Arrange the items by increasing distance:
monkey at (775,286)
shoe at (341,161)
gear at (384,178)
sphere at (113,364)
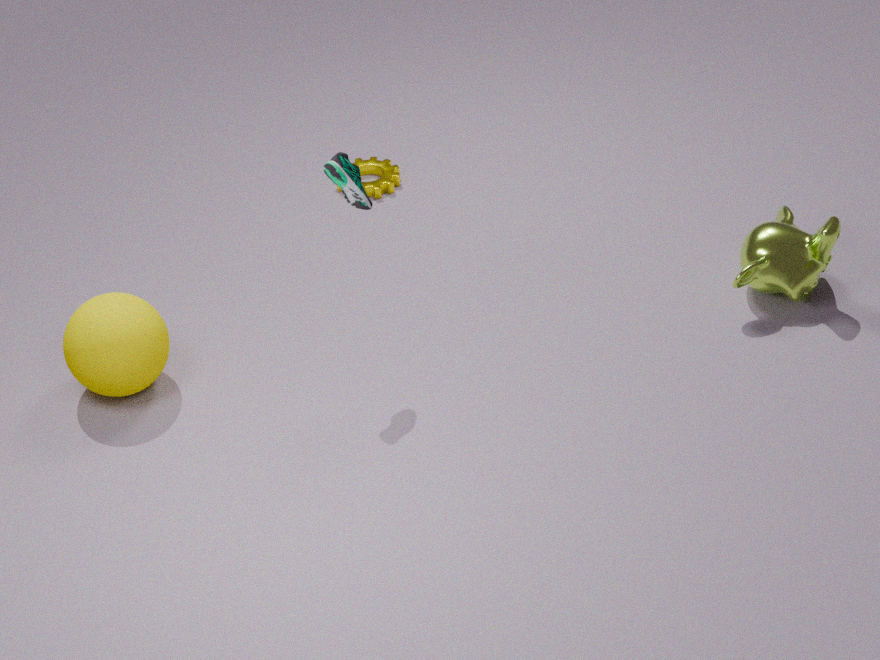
1. shoe at (341,161)
2. sphere at (113,364)
3. monkey at (775,286)
4. gear at (384,178)
